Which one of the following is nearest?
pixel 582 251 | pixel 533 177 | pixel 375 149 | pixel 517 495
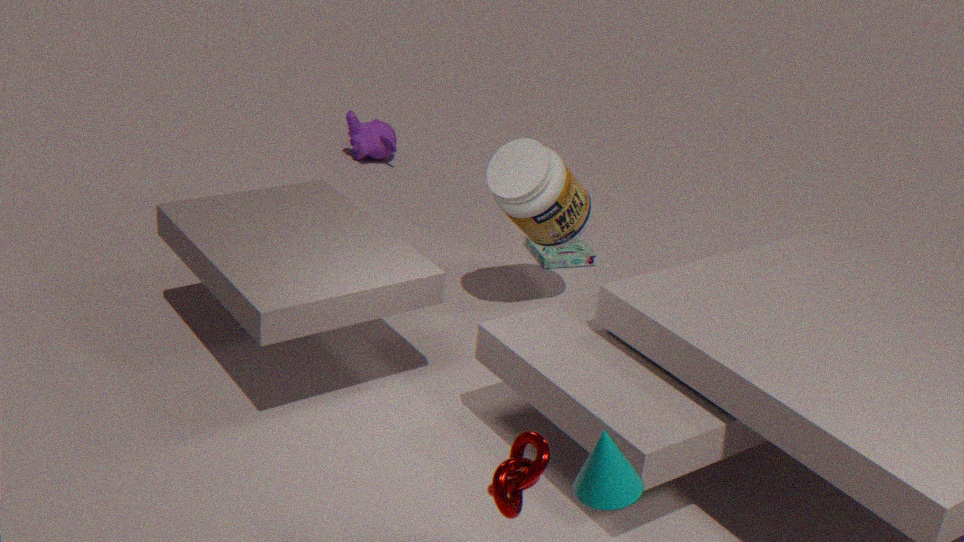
pixel 517 495
